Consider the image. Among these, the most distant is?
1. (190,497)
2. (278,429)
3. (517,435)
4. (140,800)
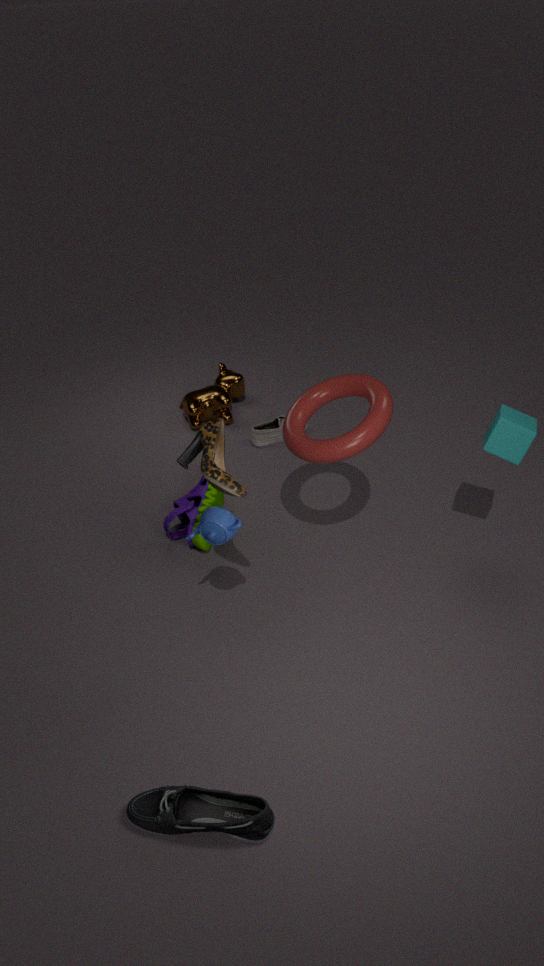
(278,429)
